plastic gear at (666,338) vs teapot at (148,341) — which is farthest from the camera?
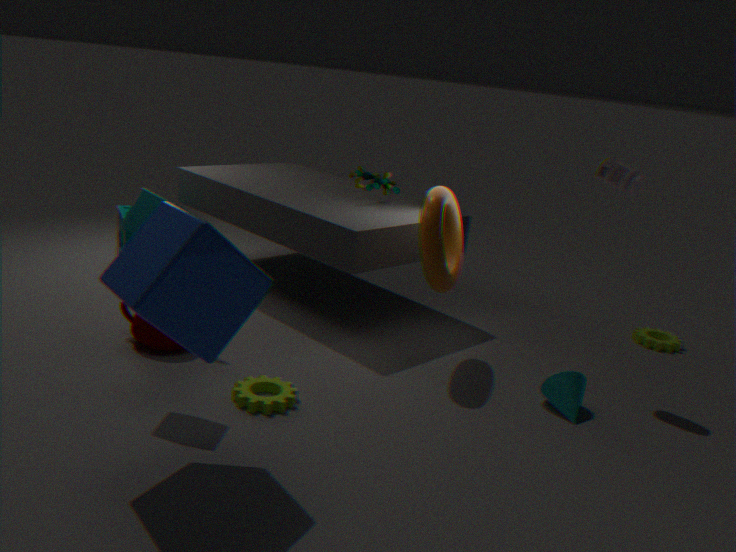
plastic gear at (666,338)
